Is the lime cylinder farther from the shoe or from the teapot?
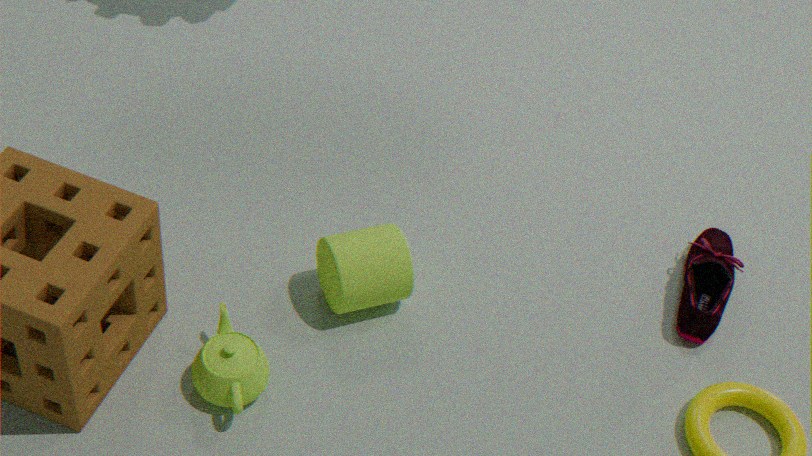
the shoe
